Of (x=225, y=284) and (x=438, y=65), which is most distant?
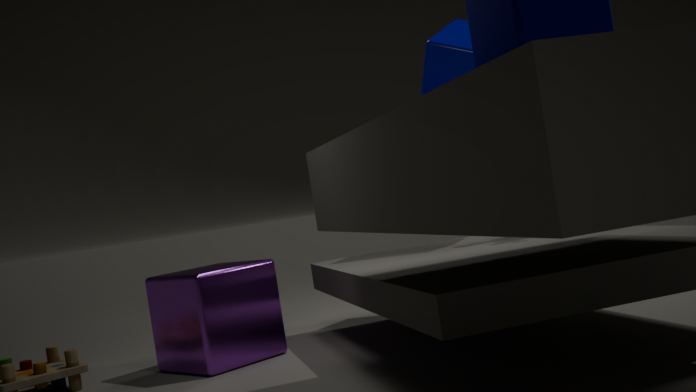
(x=438, y=65)
